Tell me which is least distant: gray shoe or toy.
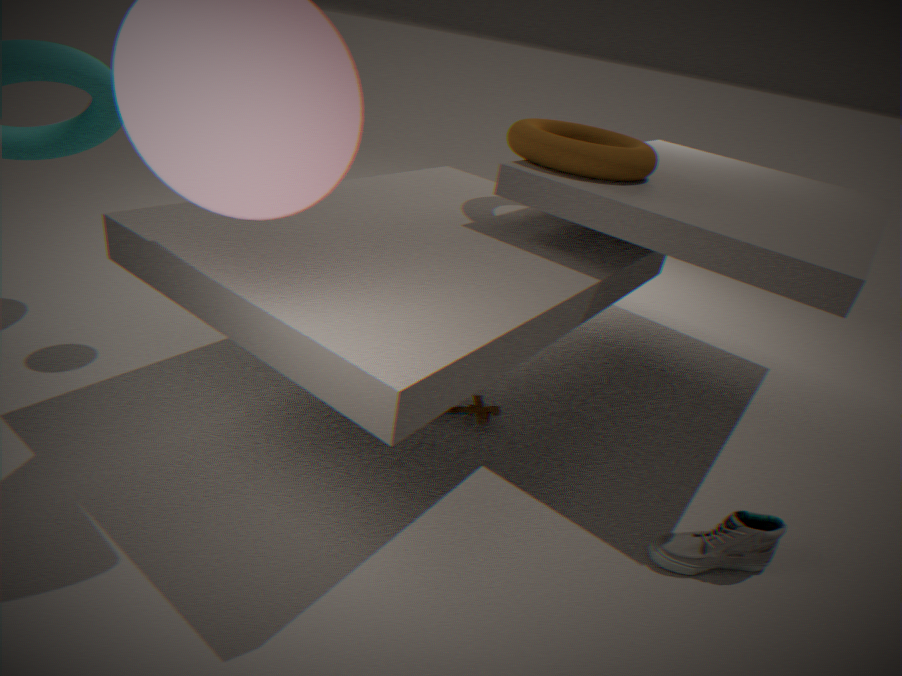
gray shoe
